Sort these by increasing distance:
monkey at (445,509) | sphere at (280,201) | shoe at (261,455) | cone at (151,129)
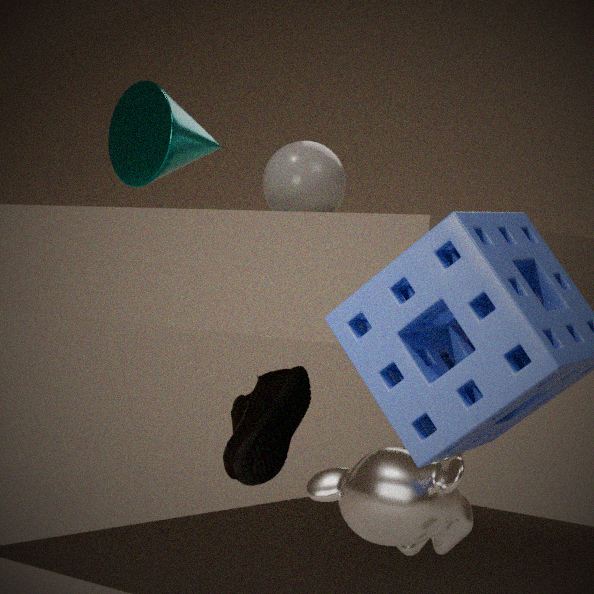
monkey at (445,509), cone at (151,129), shoe at (261,455), sphere at (280,201)
